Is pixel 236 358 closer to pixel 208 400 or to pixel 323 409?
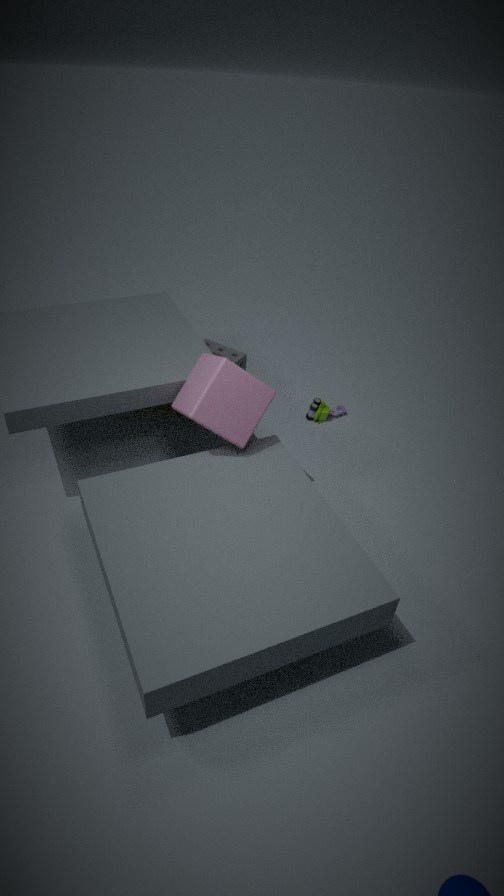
pixel 323 409
